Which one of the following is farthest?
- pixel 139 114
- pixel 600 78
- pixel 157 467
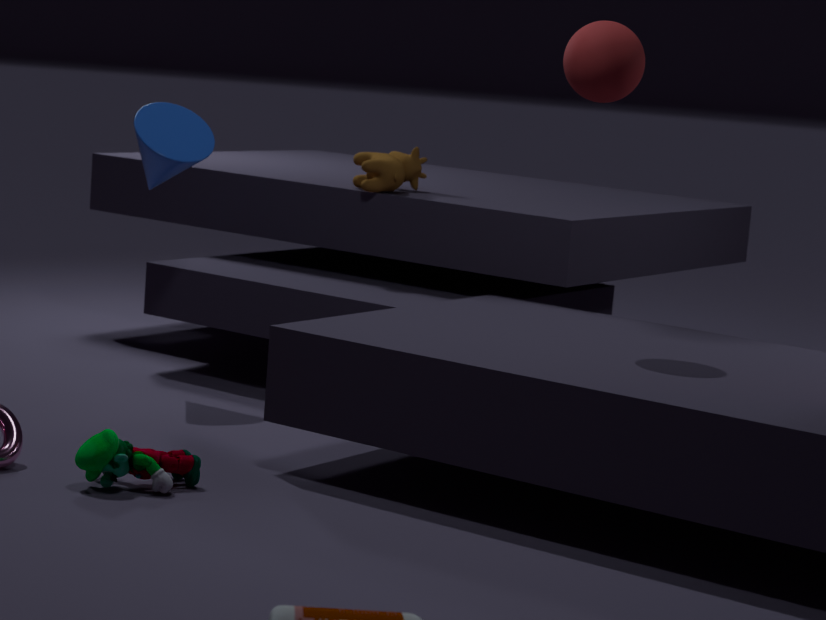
pixel 139 114
